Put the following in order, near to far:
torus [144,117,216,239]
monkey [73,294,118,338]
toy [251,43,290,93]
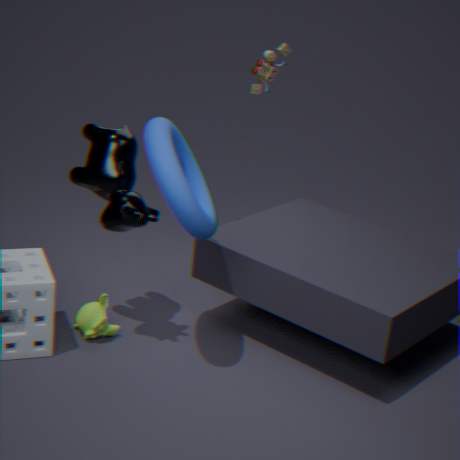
torus [144,117,216,239], monkey [73,294,118,338], toy [251,43,290,93]
